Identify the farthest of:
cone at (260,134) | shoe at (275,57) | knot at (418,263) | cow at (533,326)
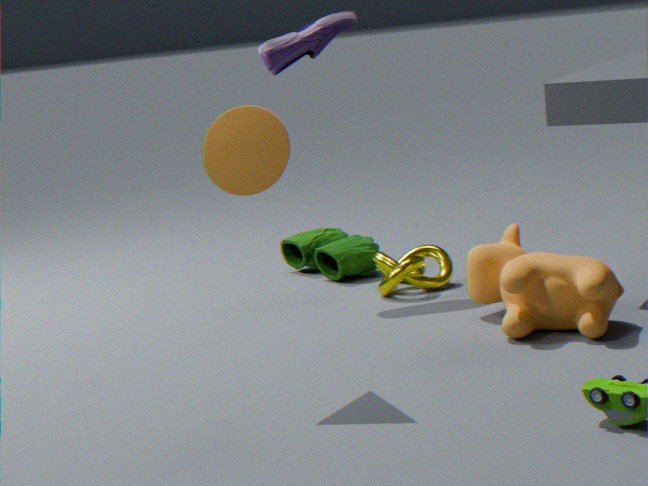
shoe at (275,57)
